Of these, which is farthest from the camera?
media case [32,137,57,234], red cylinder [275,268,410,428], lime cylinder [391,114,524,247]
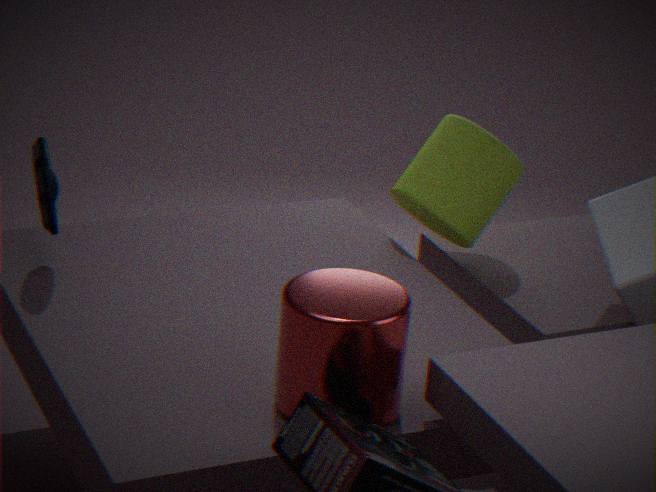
lime cylinder [391,114,524,247]
